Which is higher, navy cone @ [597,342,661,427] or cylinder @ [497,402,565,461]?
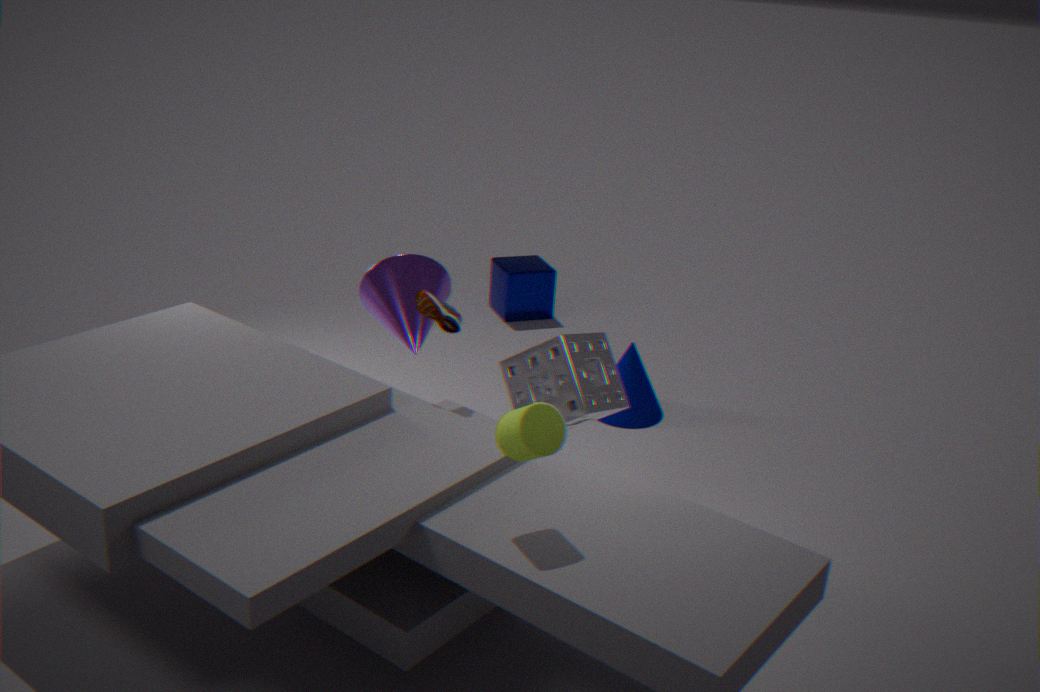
cylinder @ [497,402,565,461]
